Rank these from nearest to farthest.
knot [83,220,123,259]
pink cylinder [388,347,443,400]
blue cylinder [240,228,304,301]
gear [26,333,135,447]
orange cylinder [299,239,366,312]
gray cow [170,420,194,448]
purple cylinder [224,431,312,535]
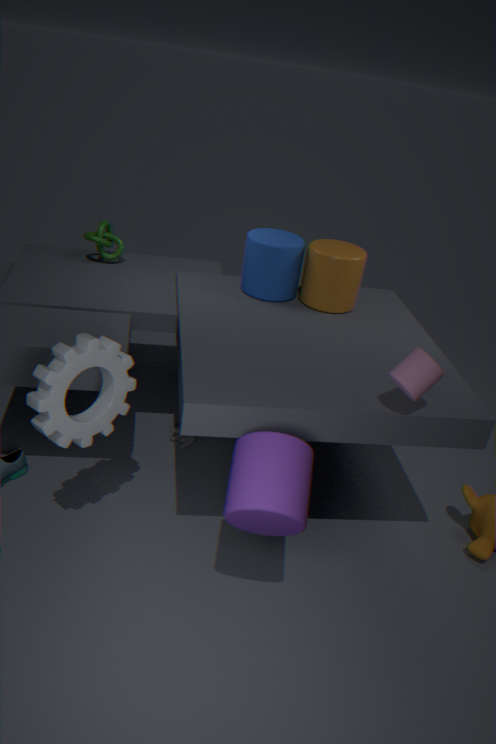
purple cylinder [224,431,312,535], gear [26,333,135,447], pink cylinder [388,347,443,400], orange cylinder [299,239,366,312], blue cylinder [240,228,304,301], gray cow [170,420,194,448], knot [83,220,123,259]
